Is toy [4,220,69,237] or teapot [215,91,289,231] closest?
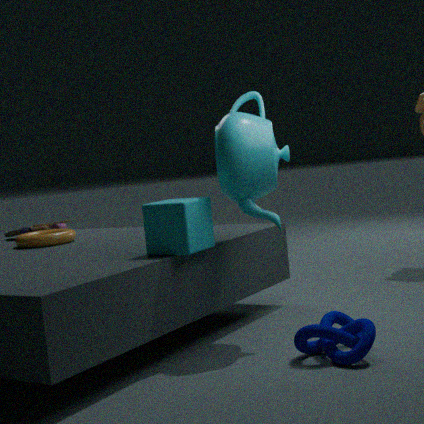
teapot [215,91,289,231]
